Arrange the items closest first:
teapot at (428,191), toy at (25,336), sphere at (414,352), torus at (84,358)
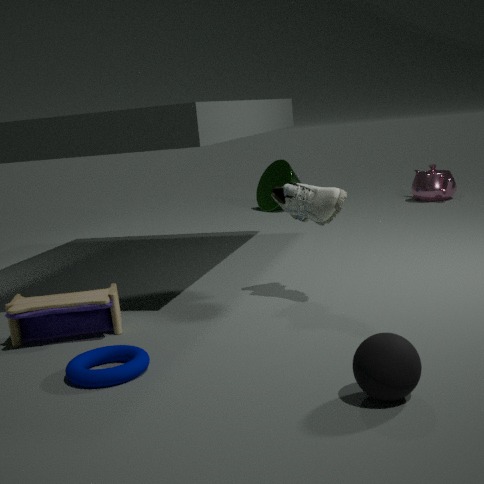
sphere at (414,352) < torus at (84,358) < toy at (25,336) < teapot at (428,191)
